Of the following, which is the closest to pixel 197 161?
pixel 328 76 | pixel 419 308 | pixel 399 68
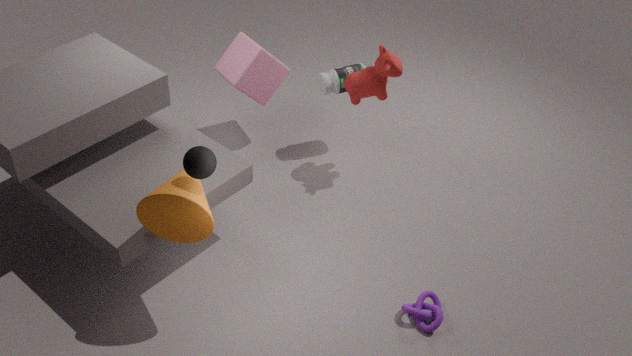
pixel 419 308
